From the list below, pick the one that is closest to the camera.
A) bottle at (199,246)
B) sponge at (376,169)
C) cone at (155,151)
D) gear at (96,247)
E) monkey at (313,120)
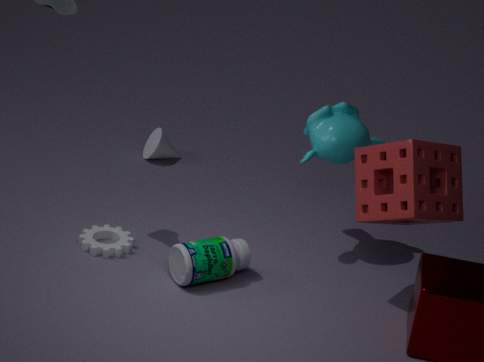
sponge at (376,169)
